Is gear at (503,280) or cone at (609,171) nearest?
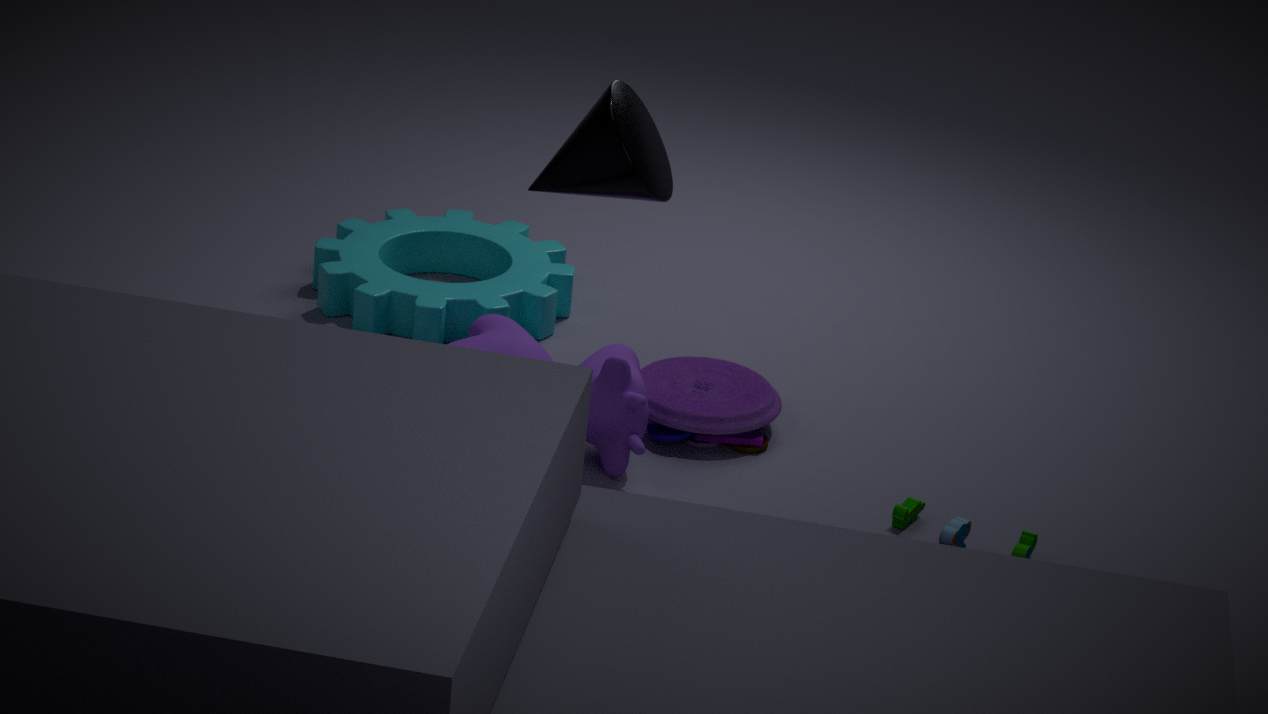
cone at (609,171)
